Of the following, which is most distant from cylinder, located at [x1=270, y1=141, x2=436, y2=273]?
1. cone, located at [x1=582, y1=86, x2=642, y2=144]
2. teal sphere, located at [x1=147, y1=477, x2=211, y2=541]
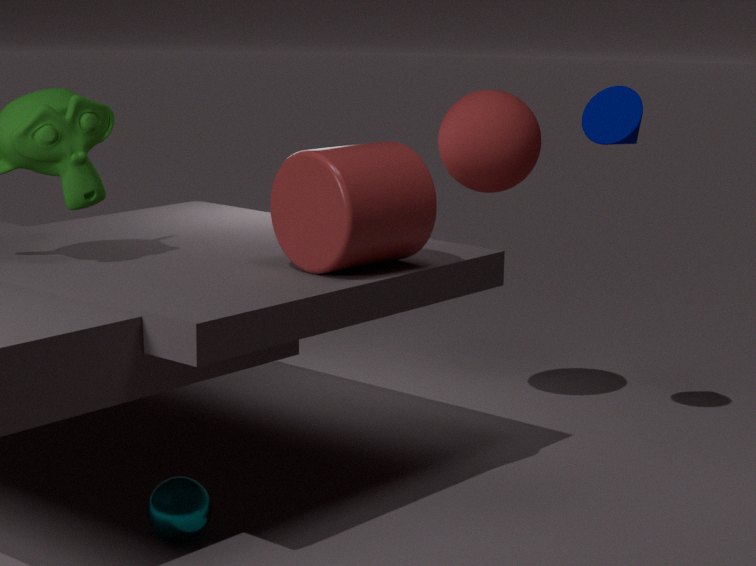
cone, located at [x1=582, y1=86, x2=642, y2=144]
